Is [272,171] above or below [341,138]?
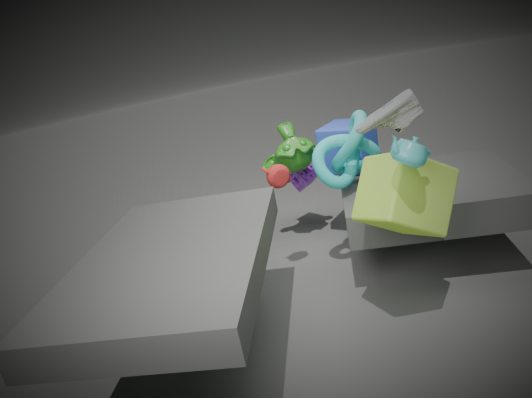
below
